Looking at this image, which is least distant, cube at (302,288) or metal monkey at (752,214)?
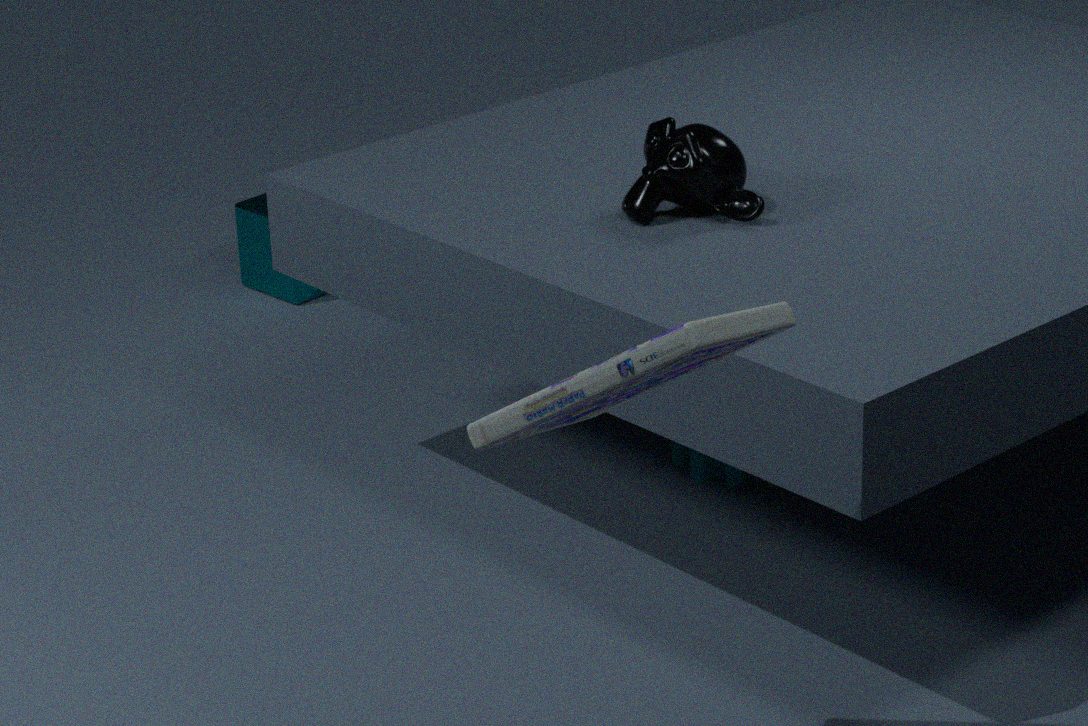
metal monkey at (752,214)
